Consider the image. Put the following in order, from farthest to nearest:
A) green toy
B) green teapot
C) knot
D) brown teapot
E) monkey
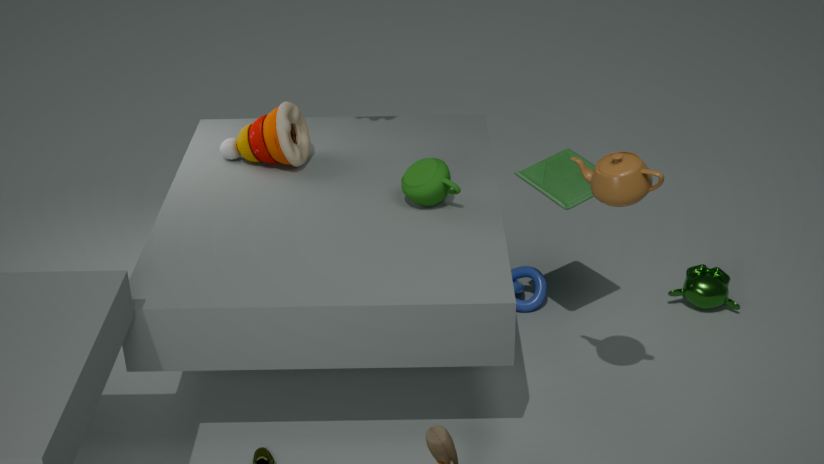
knot
monkey
green toy
green teapot
brown teapot
